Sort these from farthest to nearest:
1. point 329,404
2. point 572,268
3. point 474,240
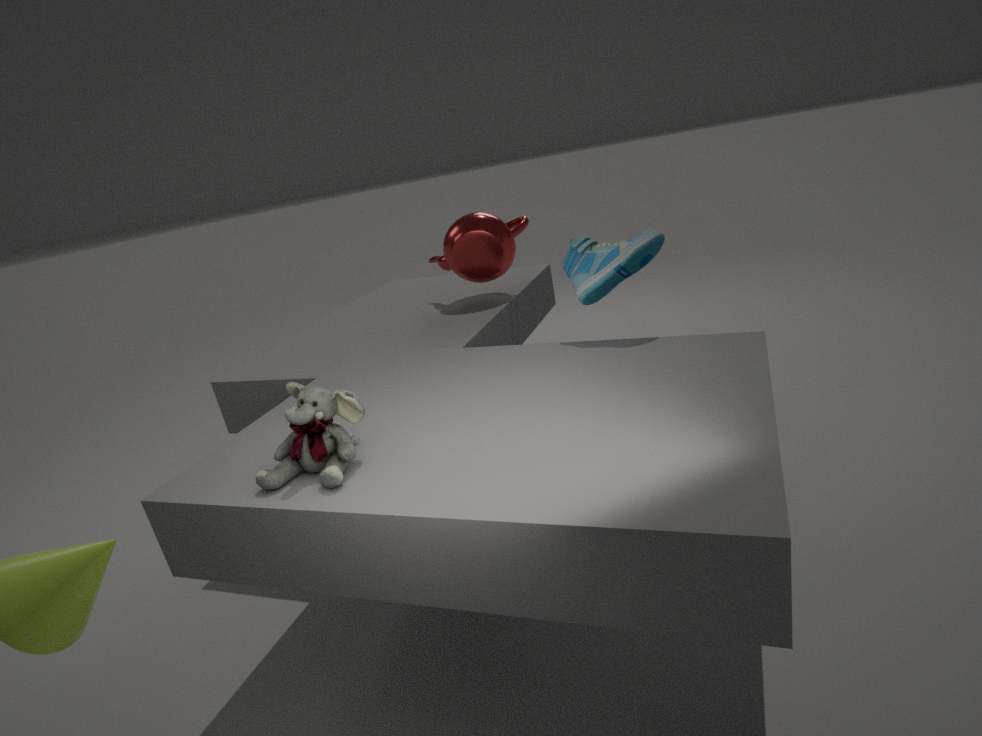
point 474,240, point 572,268, point 329,404
